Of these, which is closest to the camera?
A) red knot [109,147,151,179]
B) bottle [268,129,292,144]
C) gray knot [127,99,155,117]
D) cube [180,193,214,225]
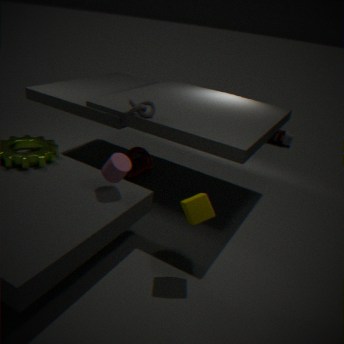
cube [180,193,214,225]
